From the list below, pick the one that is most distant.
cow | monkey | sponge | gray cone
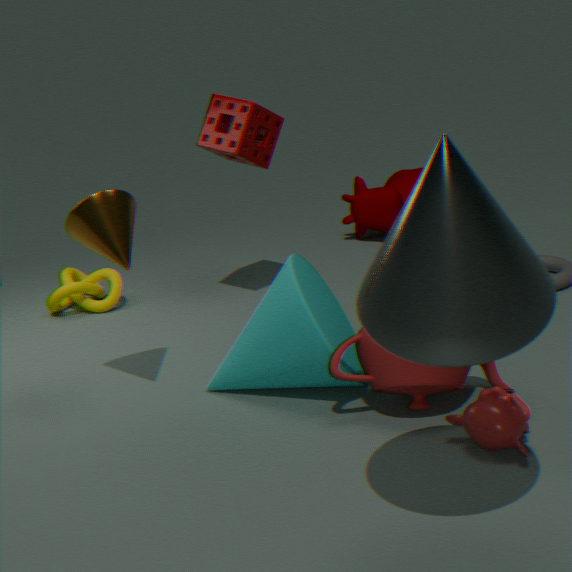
cow
